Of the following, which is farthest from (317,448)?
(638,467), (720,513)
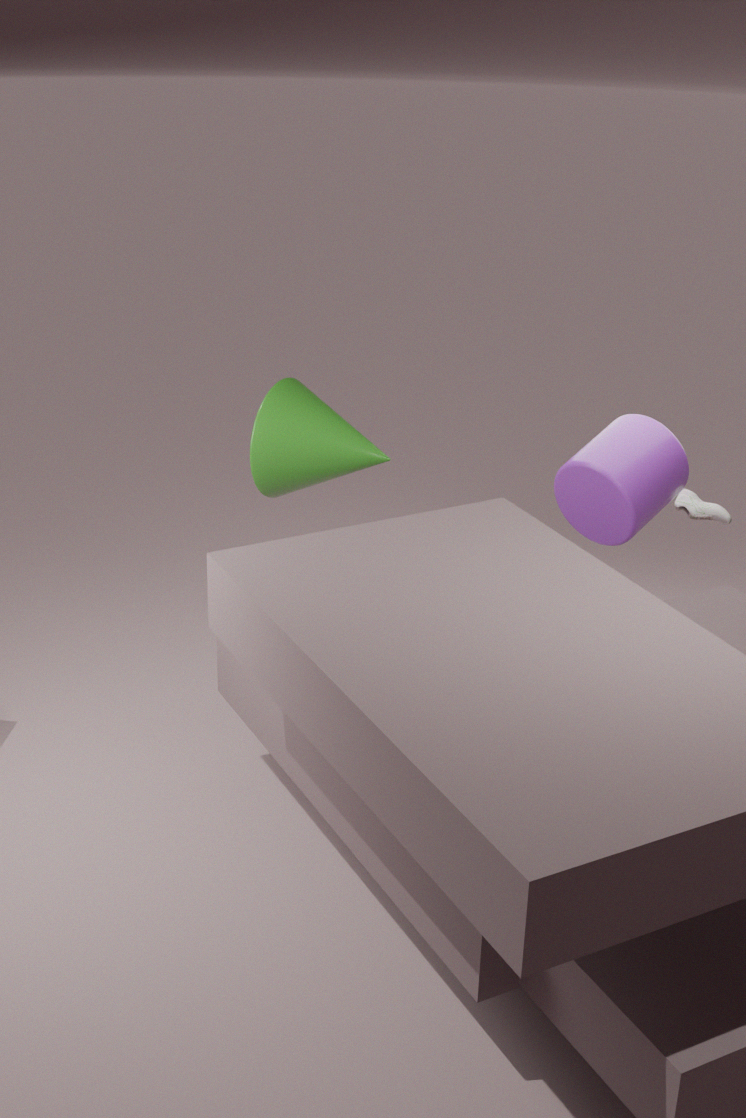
(720,513)
